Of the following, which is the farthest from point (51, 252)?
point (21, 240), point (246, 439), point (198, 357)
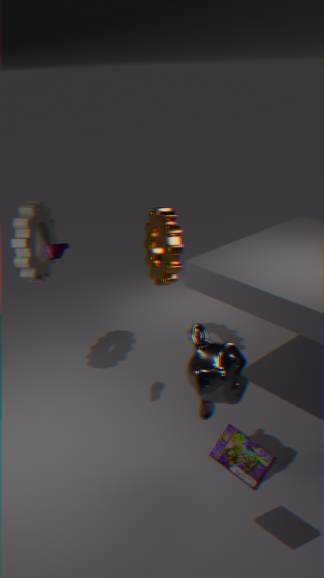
point (246, 439)
